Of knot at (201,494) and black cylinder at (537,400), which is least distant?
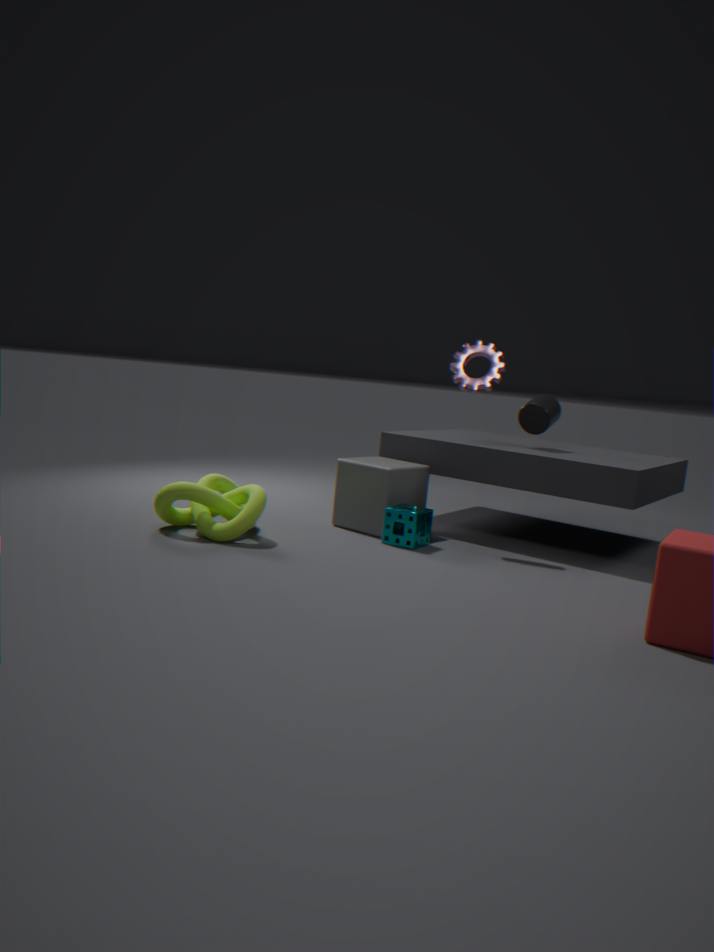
knot at (201,494)
